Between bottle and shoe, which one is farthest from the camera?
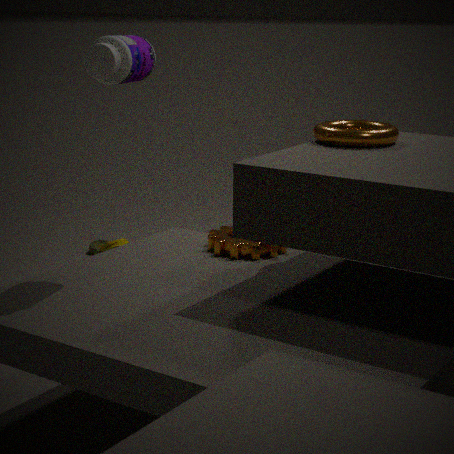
shoe
